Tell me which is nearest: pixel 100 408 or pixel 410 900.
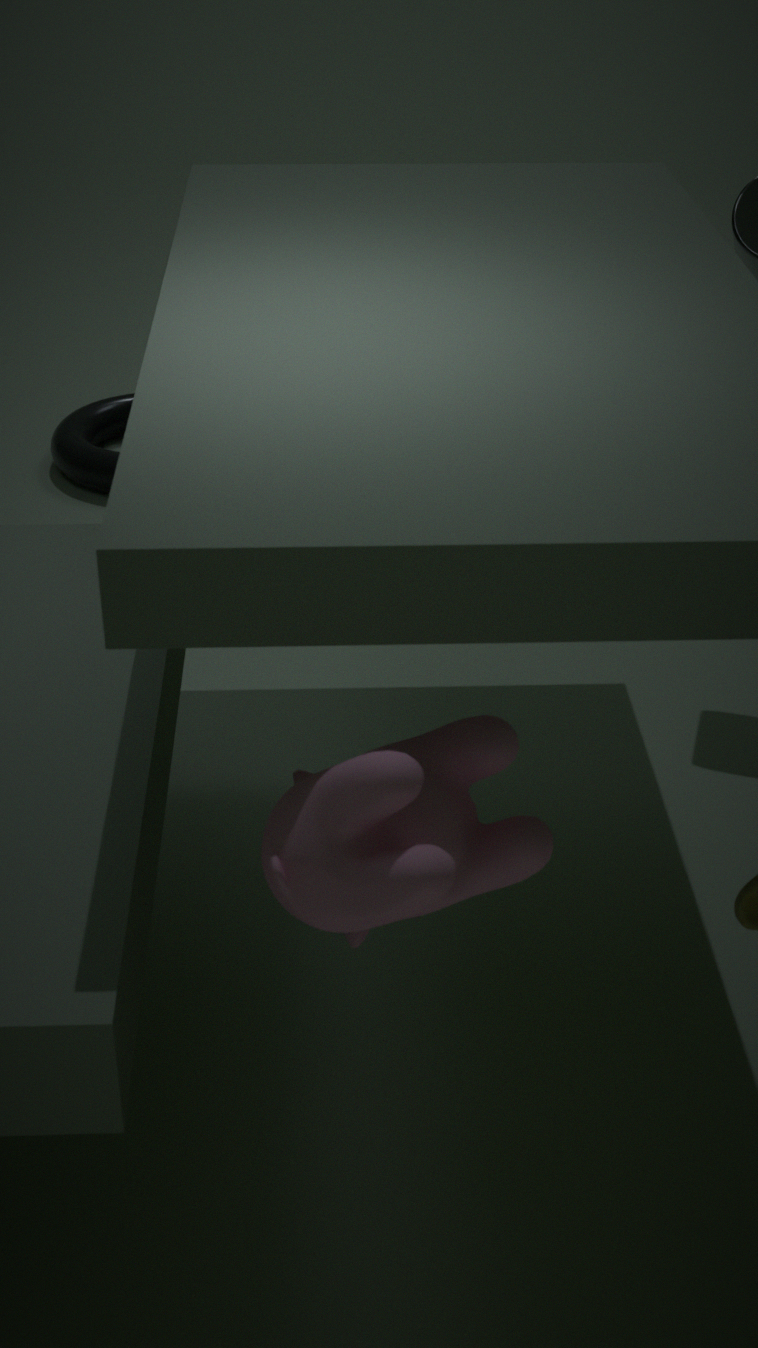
pixel 410 900
